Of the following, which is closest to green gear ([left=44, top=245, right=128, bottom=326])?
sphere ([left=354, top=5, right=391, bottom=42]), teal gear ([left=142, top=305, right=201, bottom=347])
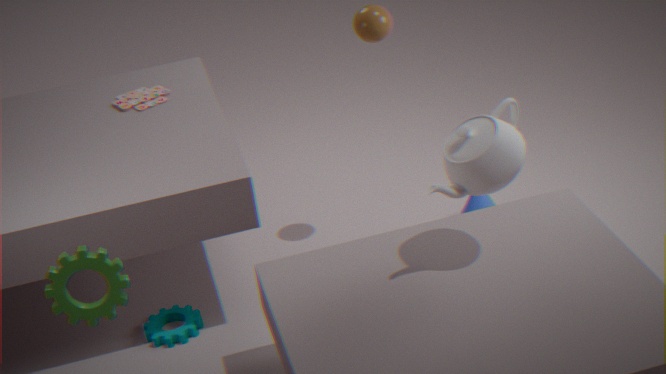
teal gear ([left=142, top=305, right=201, bottom=347])
